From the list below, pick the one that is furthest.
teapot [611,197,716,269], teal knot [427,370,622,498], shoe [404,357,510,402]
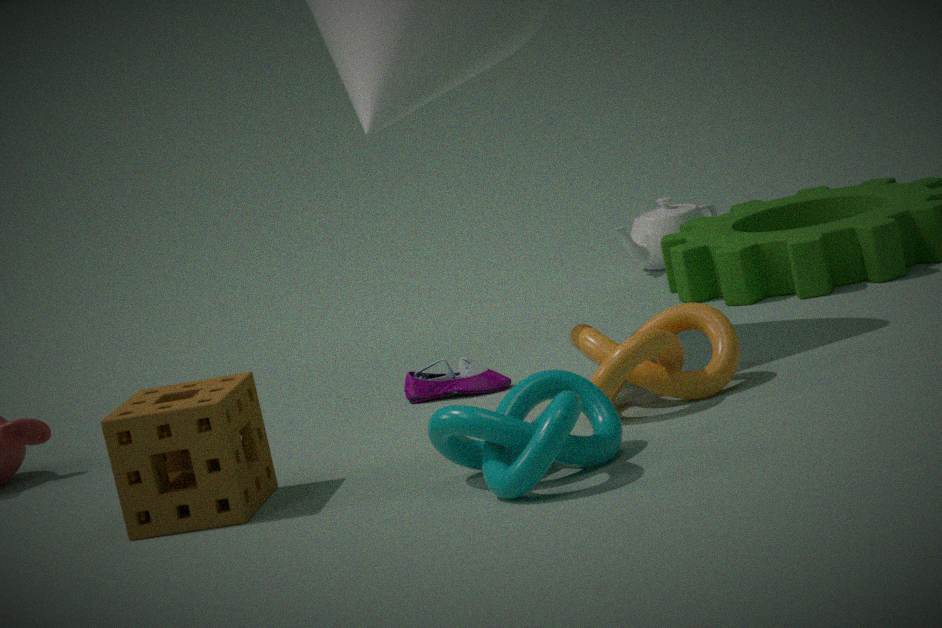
teapot [611,197,716,269]
